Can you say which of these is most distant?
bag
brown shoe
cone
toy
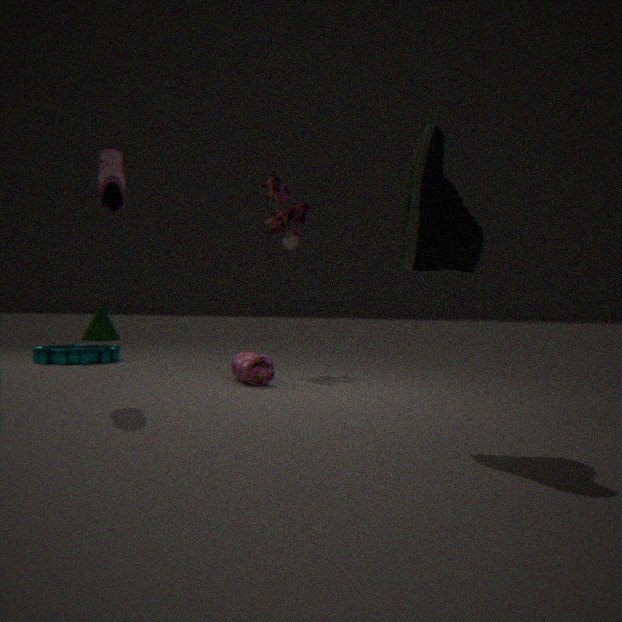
A: cone
